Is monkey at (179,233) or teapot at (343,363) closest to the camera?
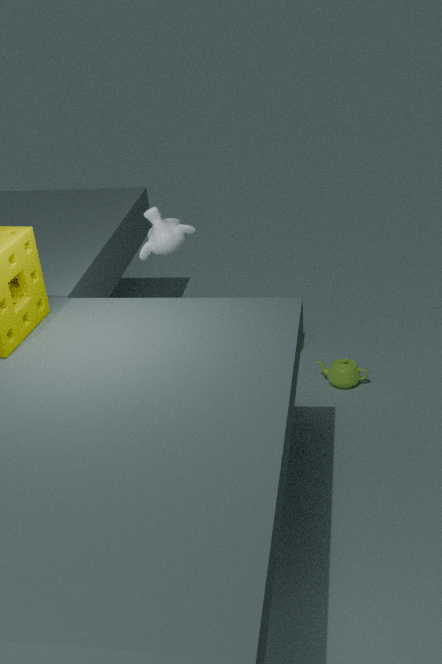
monkey at (179,233)
